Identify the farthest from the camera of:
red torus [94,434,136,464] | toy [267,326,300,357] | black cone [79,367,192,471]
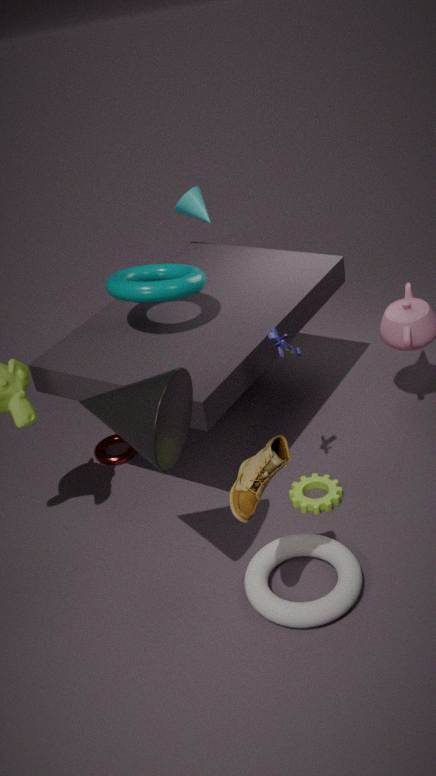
red torus [94,434,136,464]
